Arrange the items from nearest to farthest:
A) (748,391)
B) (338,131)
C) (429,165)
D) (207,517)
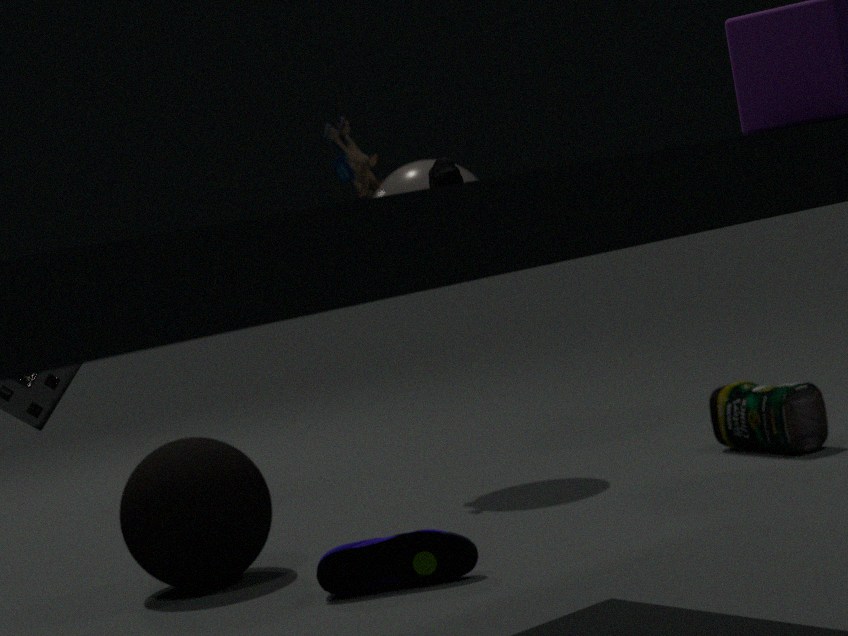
(207,517), (748,391), (429,165), (338,131)
